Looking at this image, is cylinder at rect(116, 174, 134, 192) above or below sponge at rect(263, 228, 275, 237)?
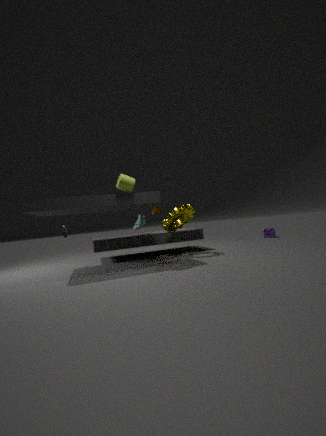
above
